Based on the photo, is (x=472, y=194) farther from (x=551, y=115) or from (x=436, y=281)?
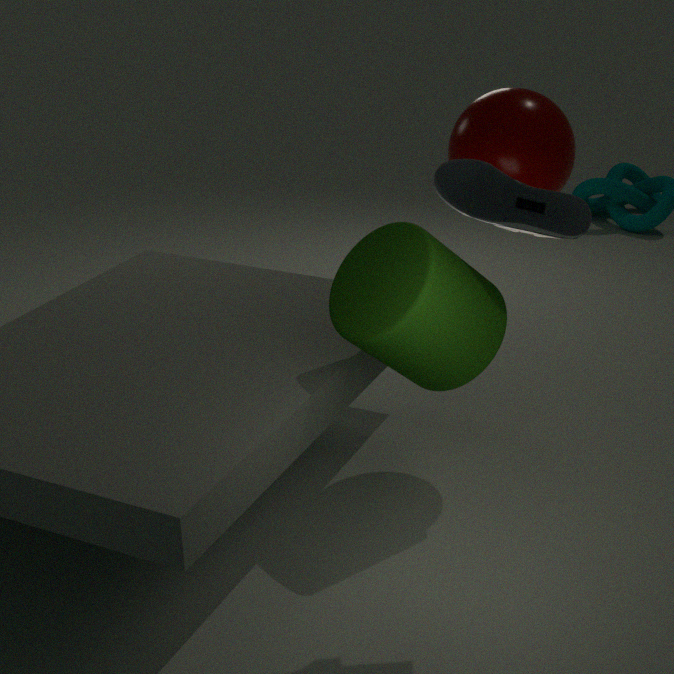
(x=551, y=115)
